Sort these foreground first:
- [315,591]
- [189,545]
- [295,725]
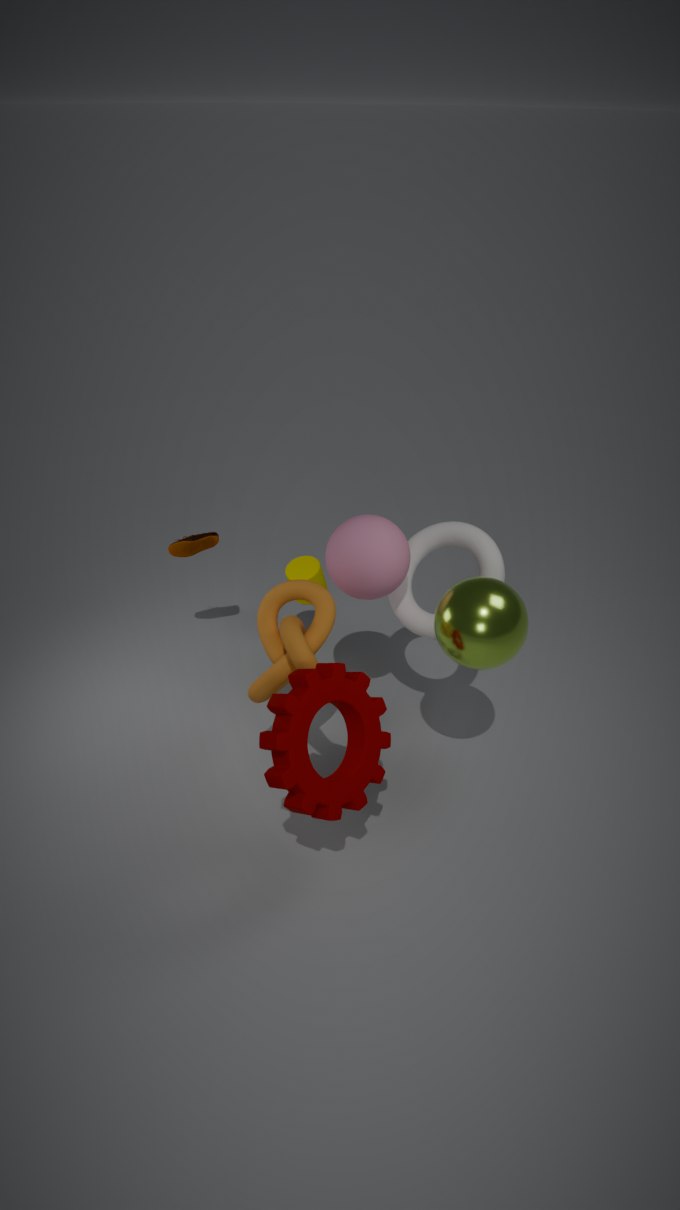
[295,725] → [315,591] → [189,545]
